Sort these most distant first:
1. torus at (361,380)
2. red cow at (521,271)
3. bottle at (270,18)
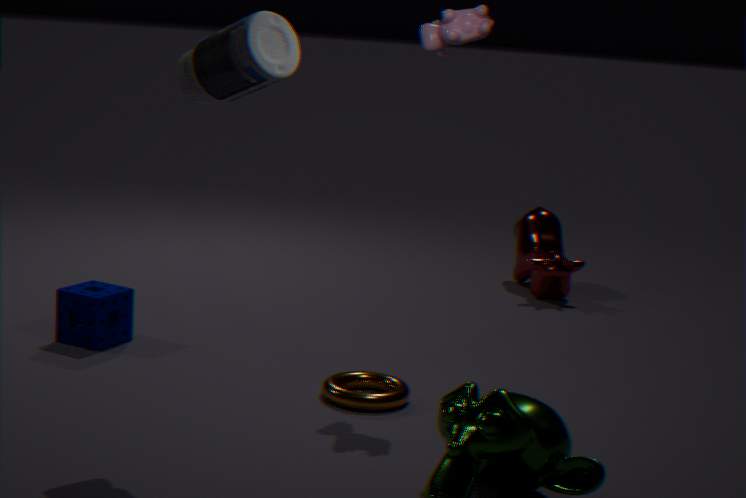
red cow at (521,271), torus at (361,380), bottle at (270,18)
